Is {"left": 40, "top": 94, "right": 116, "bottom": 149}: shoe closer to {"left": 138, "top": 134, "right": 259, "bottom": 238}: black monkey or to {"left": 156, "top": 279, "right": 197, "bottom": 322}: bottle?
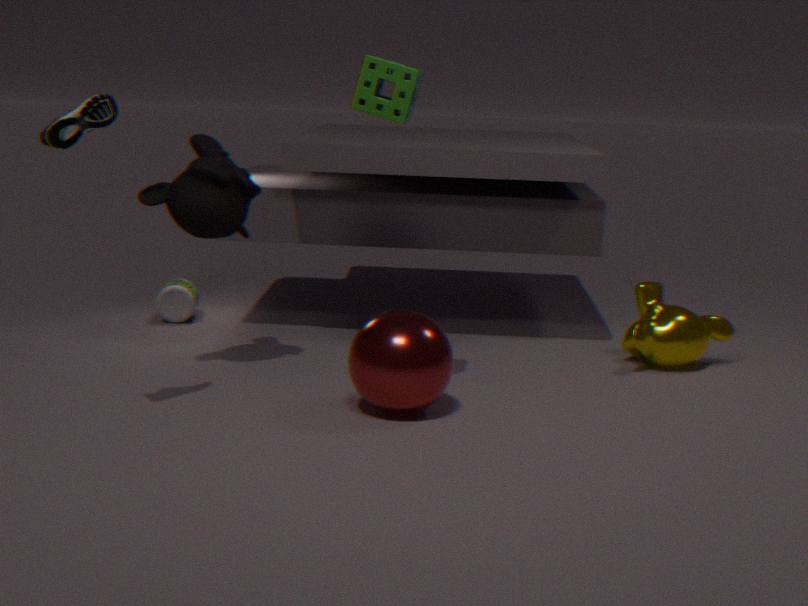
{"left": 138, "top": 134, "right": 259, "bottom": 238}: black monkey
